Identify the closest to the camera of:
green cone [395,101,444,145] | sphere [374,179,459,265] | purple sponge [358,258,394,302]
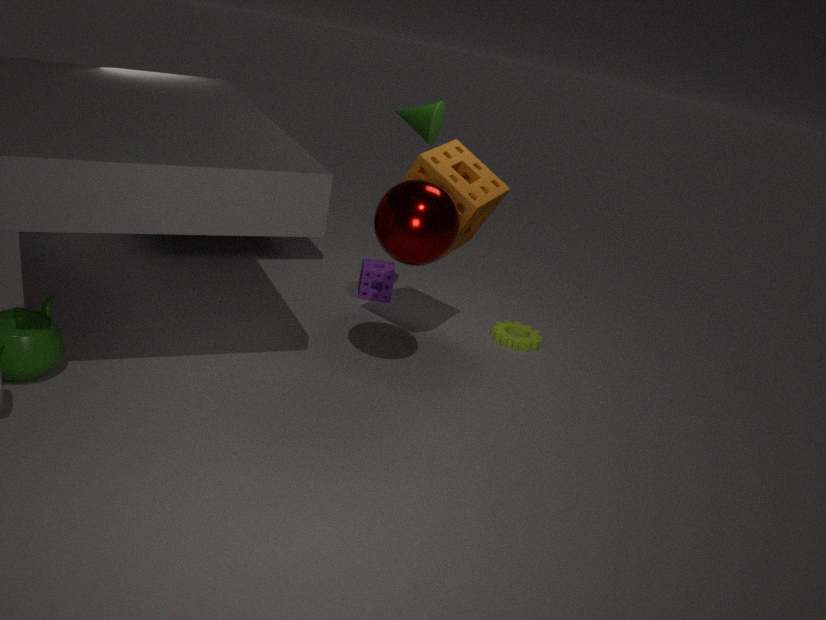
sphere [374,179,459,265]
